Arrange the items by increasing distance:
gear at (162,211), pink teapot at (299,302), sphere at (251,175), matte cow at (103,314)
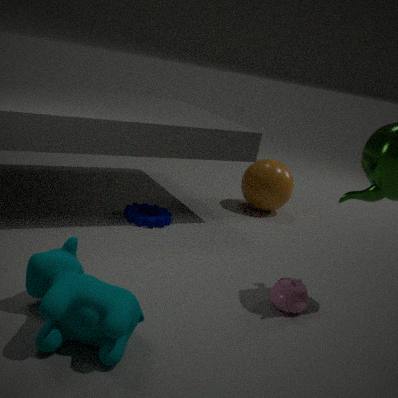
1. matte cow at (103,314)
2. pink teapot at (299,302)
3. gear at (162,211)
4. sphere at (251,175)
